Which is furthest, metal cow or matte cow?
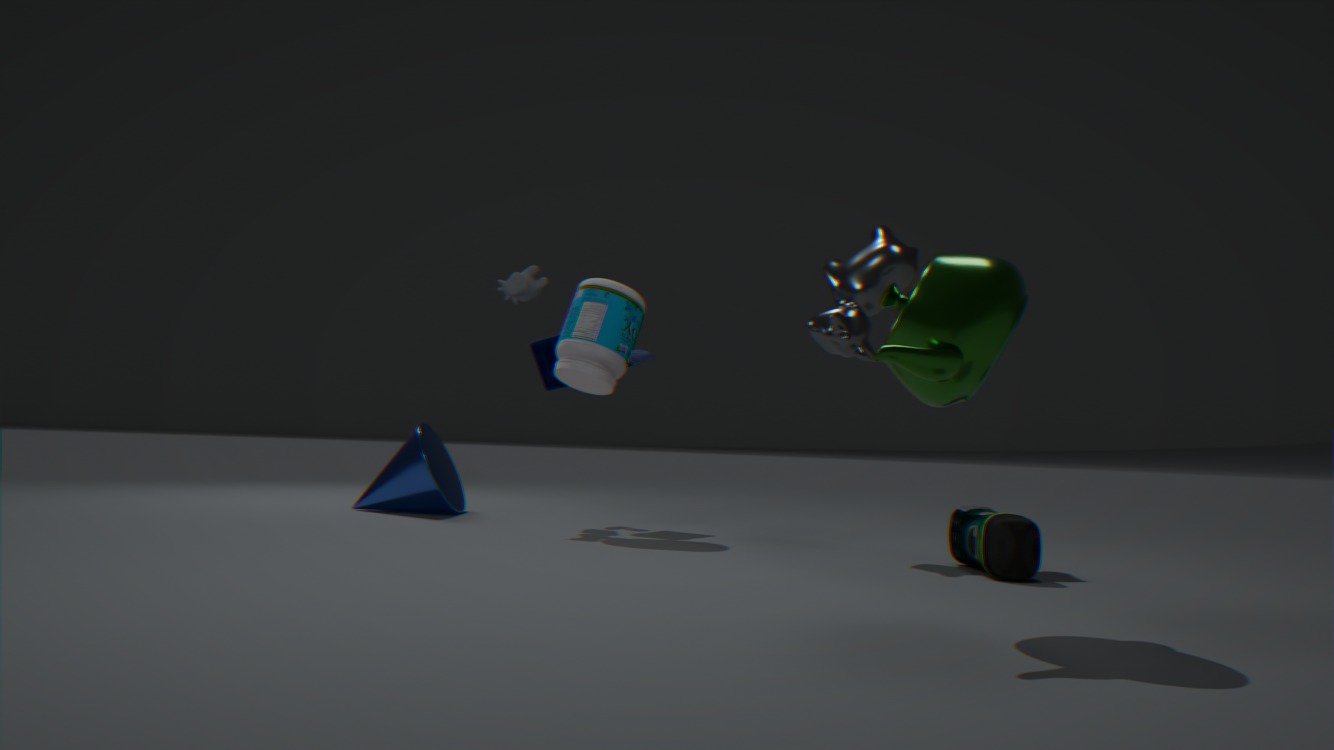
matte cow
